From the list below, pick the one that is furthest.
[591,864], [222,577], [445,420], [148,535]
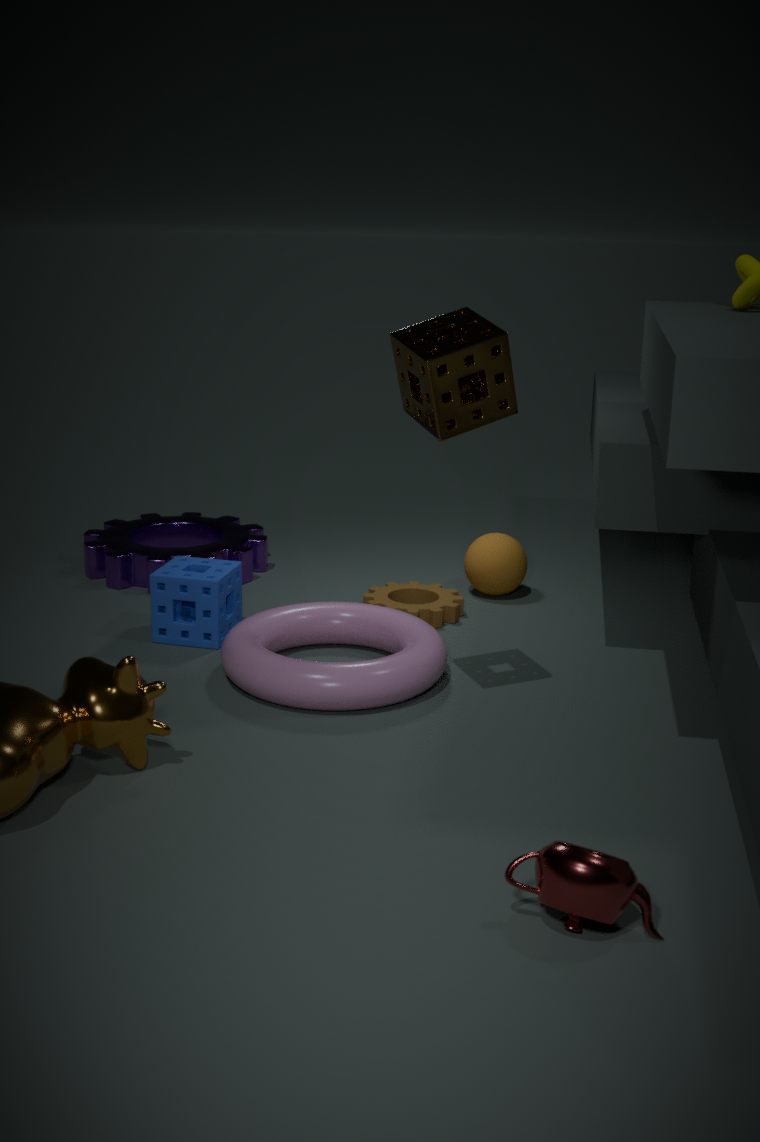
[148,535]
